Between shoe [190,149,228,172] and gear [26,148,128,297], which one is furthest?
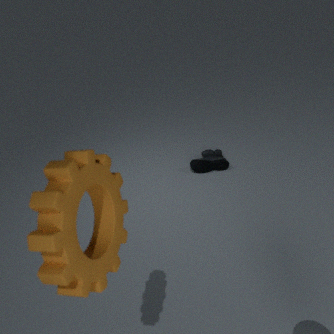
shoe [190,149,228,172]
